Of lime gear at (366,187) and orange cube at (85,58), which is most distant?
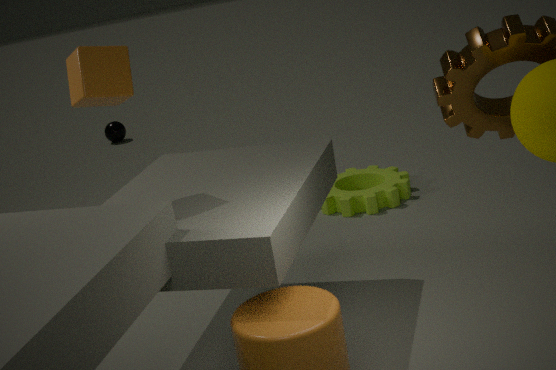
lime gear at (366,187)
